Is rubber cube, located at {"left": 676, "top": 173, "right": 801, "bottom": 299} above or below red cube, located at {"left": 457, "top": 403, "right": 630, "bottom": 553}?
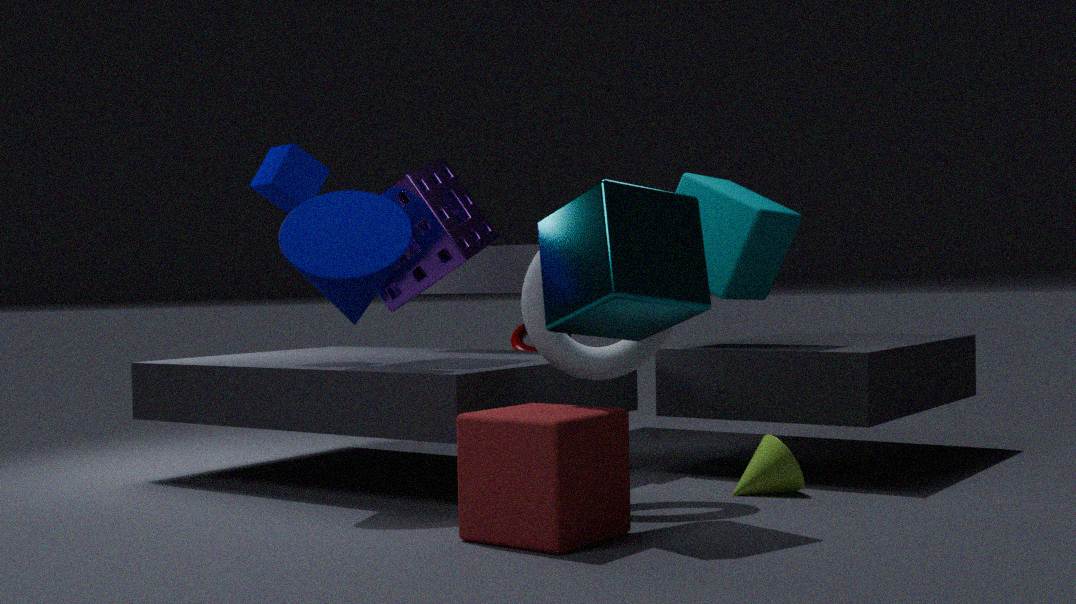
above
